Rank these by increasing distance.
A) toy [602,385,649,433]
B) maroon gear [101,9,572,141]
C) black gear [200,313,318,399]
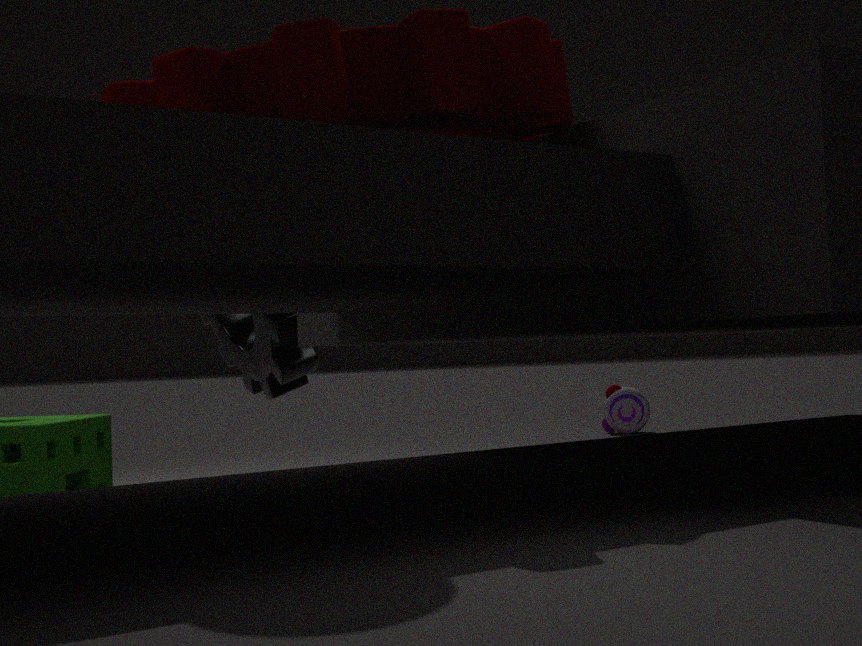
1. maroon gear [101,9,572,141]
2. black gear [200,313,318,399]
3. toy [602,385,649,433]
